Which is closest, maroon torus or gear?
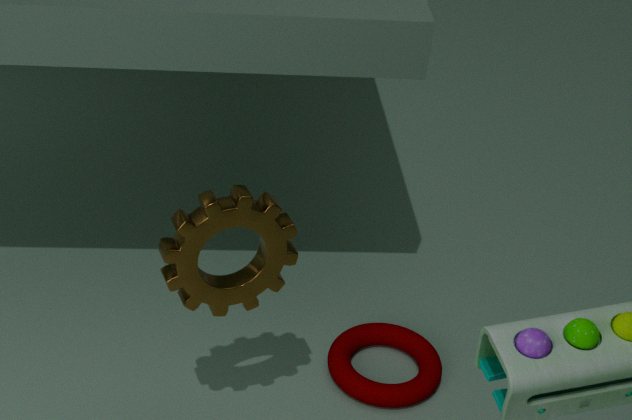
gear
